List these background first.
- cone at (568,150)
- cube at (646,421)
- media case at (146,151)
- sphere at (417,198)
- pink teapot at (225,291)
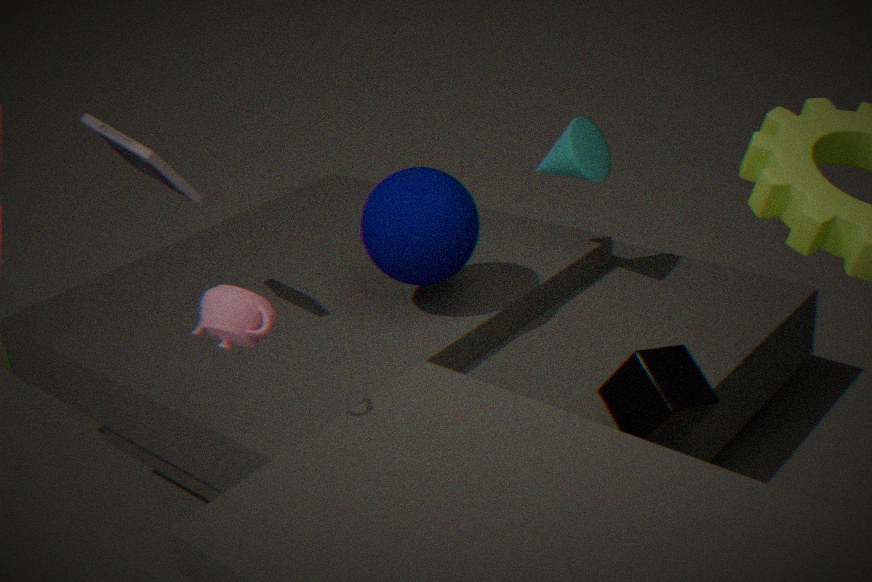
cone at (568,150) < sphere at (417,198) < media case at (146,151) < cube at (646,421) < pink teapot at (225,291)
